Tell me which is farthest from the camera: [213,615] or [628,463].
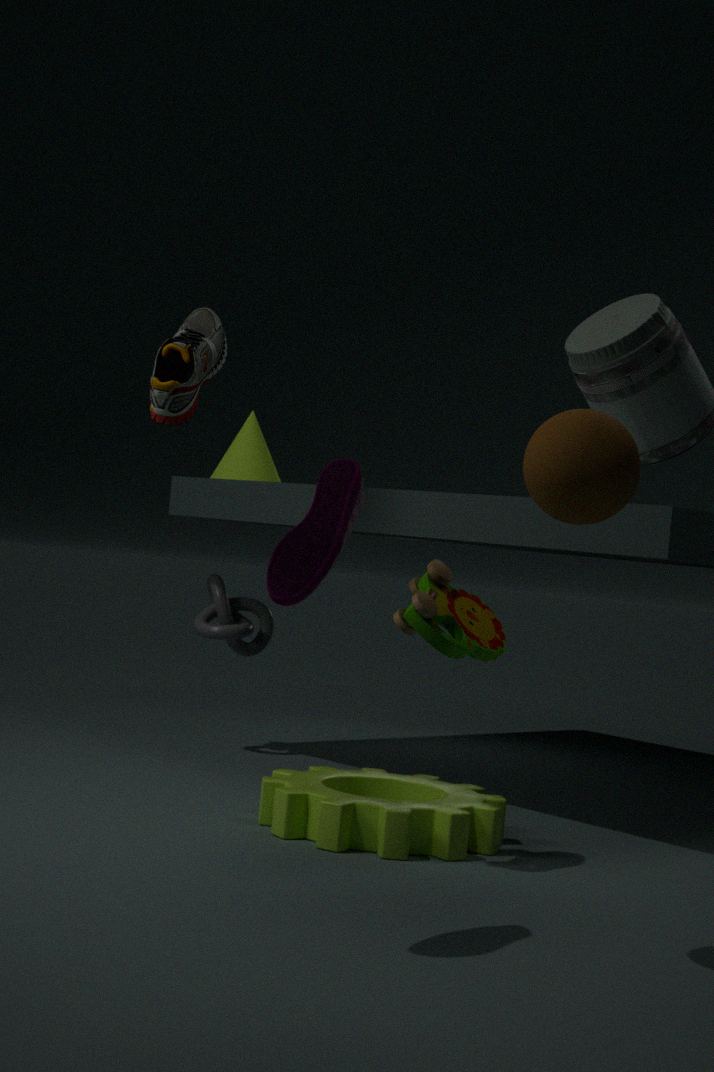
[213,615]
